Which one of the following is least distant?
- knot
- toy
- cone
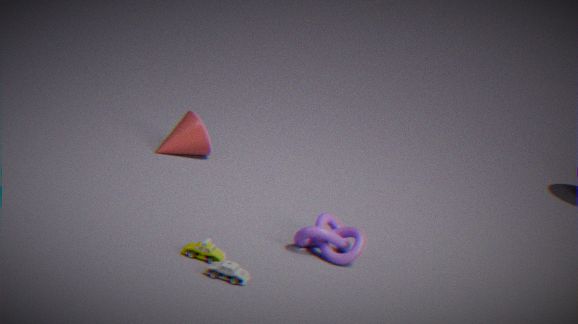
toy
